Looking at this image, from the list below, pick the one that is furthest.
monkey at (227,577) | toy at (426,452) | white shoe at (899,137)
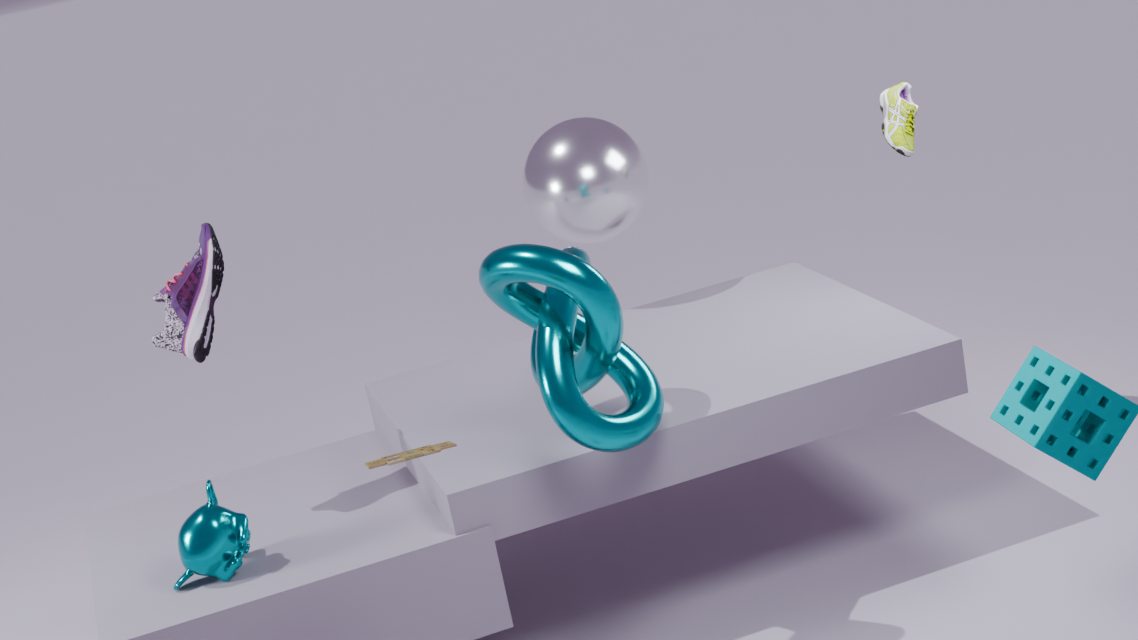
white shoe at (899,137)
